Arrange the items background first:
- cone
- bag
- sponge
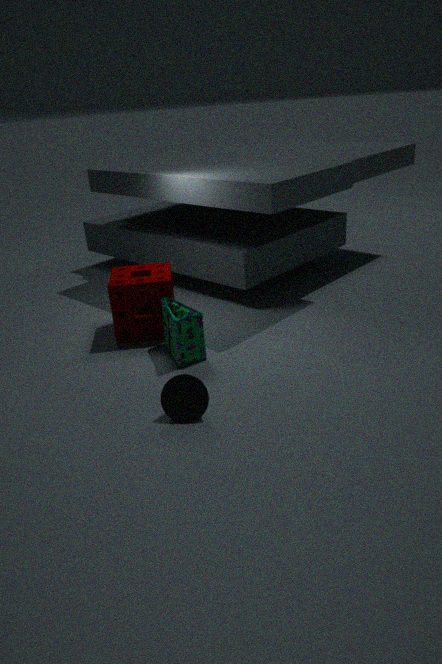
sponge
bag
cone
